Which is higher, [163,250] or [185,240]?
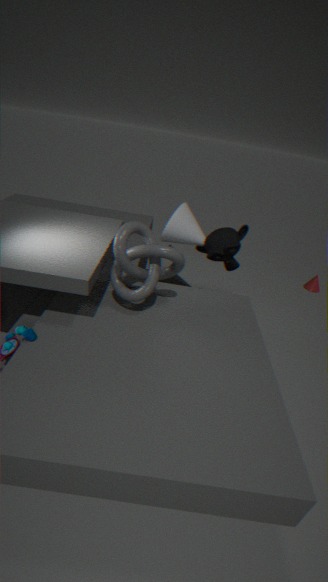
[163,250]
